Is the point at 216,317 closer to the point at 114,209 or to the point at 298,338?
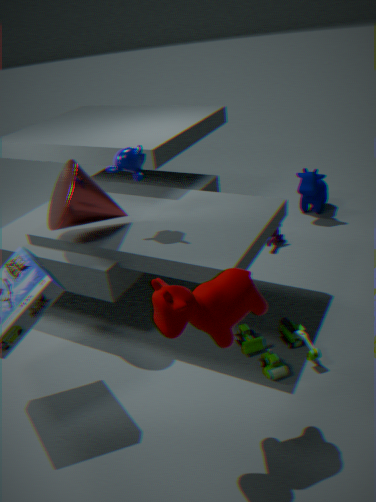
the point at 298,338
